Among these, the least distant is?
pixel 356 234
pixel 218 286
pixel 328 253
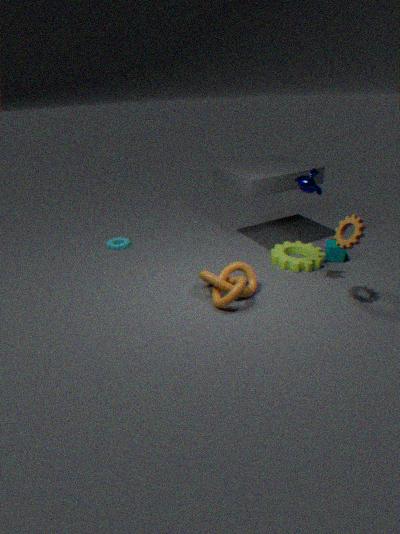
pixel 356 234
